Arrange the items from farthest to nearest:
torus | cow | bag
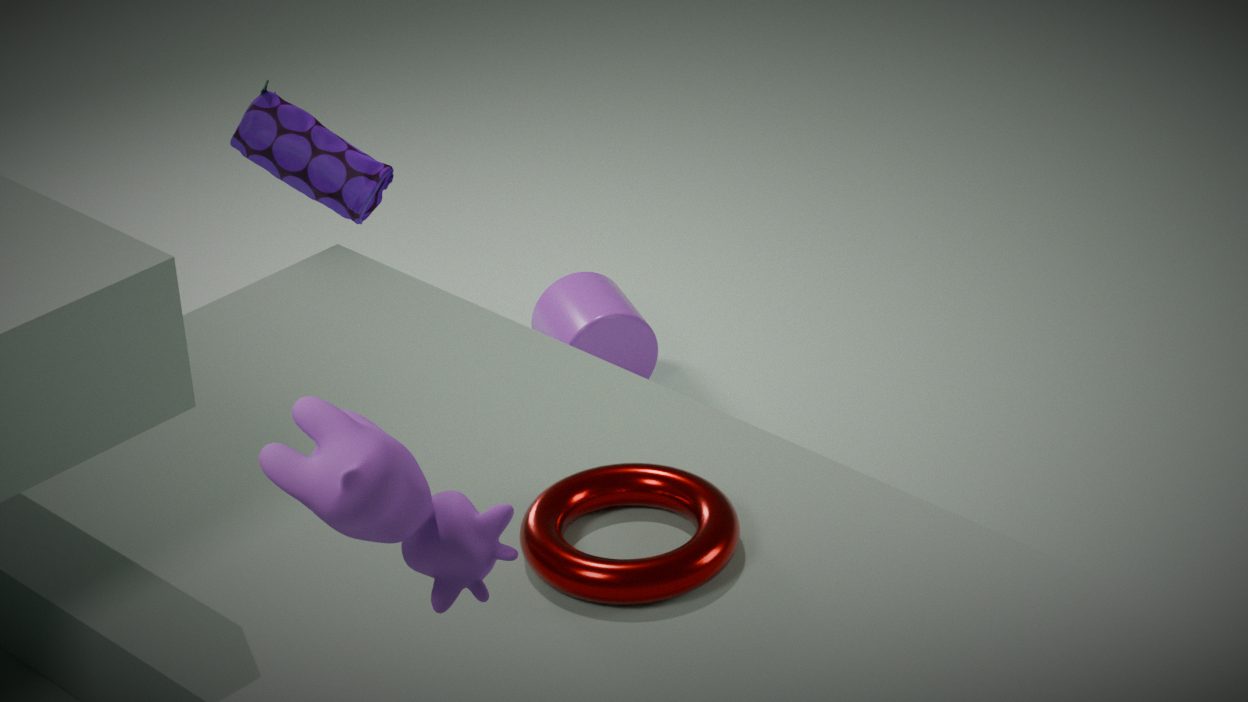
bag < torus < cow
